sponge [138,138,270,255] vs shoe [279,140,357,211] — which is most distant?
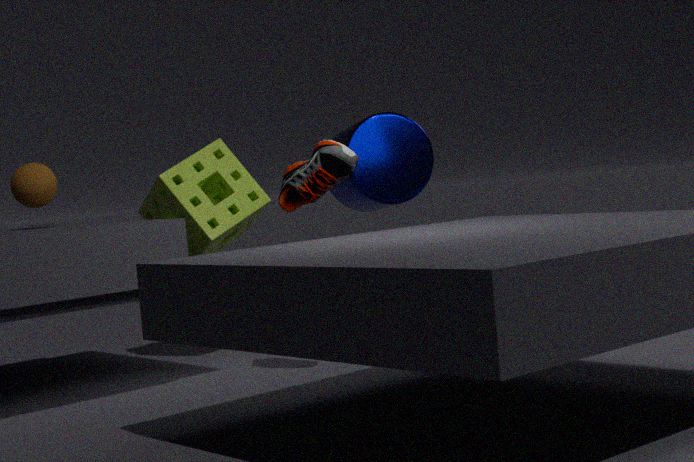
sponge [138,138,270,255]
